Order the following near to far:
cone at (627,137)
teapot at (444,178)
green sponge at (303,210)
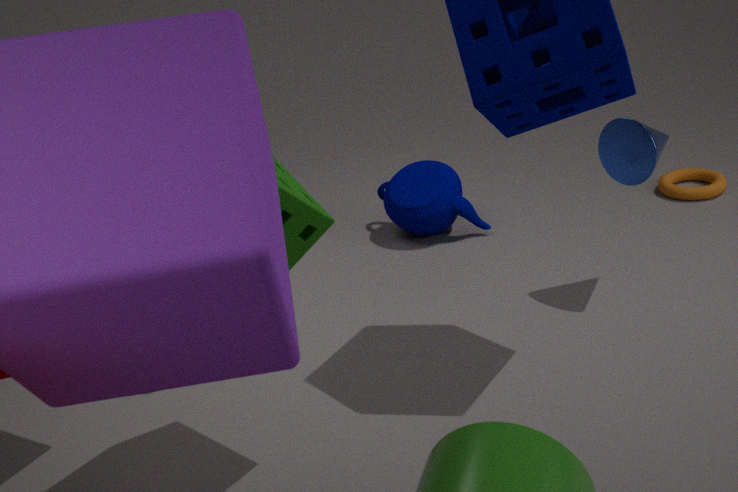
green sponge at (303,210), cone at (627,137), teapot at (444,178)
